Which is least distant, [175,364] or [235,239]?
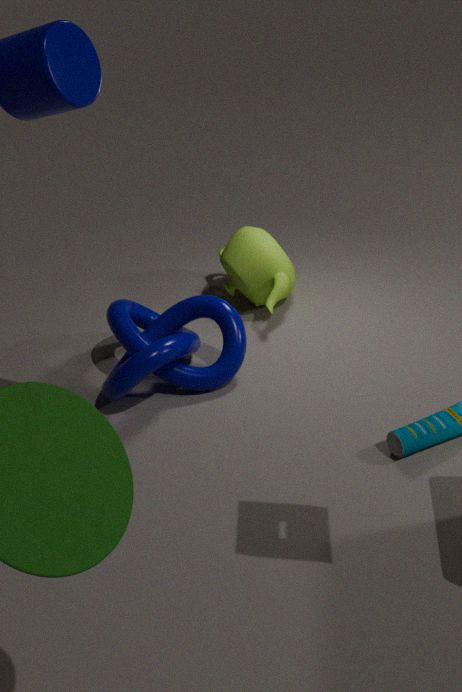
[175,364]
